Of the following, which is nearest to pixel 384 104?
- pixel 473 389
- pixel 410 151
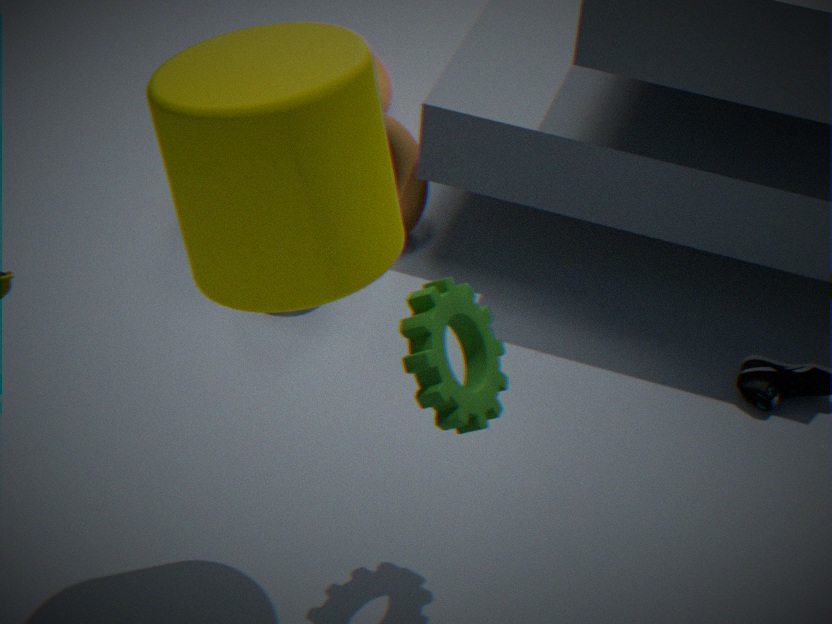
pixel 410 151
